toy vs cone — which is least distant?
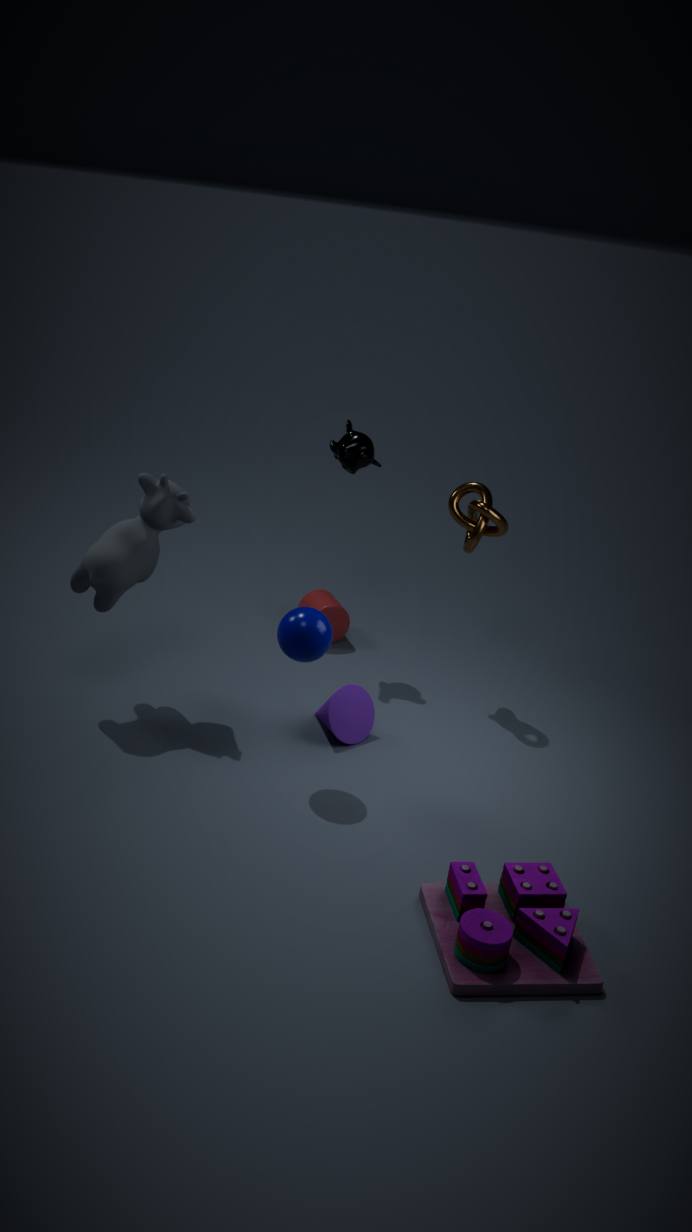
toy
